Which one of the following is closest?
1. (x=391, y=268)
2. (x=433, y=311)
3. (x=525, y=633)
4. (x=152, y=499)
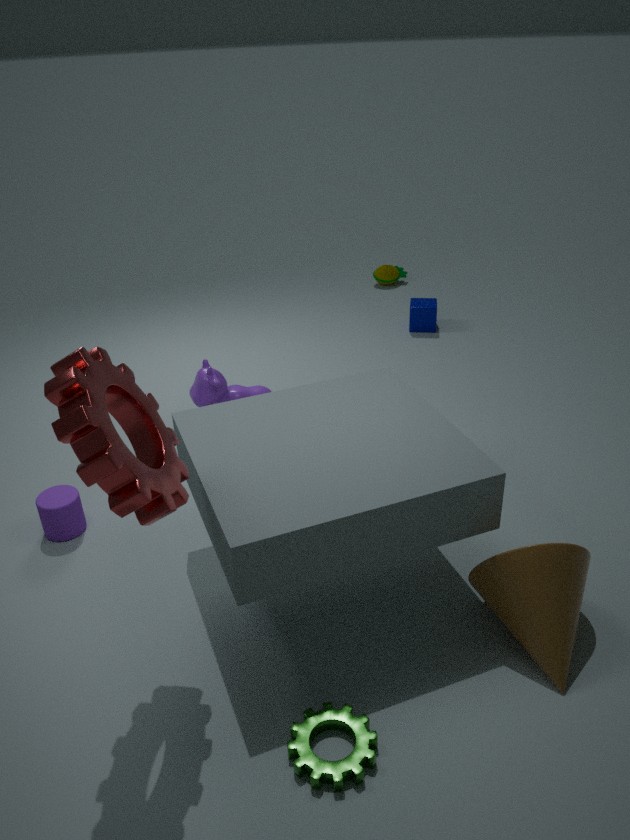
(x=152, y=499)
